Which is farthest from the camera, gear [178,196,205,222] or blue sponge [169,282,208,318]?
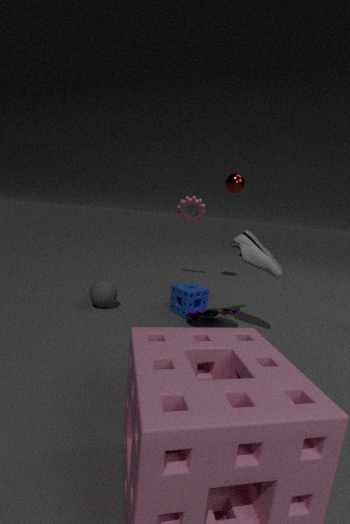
gear [178,196,205,222]
